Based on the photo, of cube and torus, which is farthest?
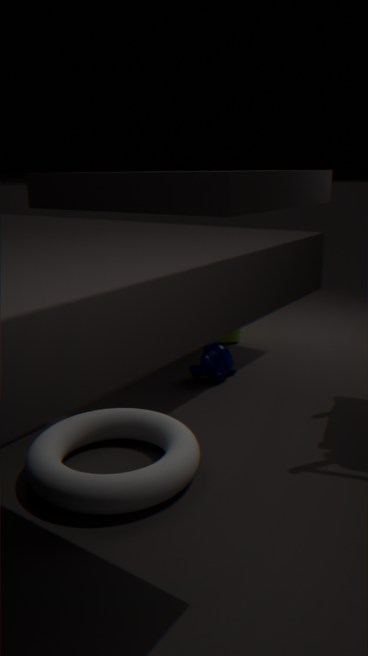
cube
